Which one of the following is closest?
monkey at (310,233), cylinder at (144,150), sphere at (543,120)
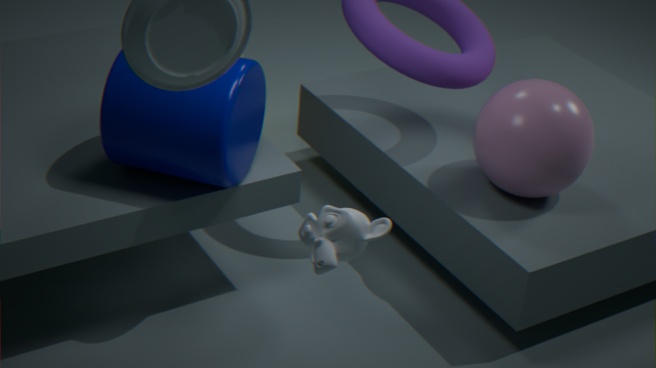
monkey at (310,233)
